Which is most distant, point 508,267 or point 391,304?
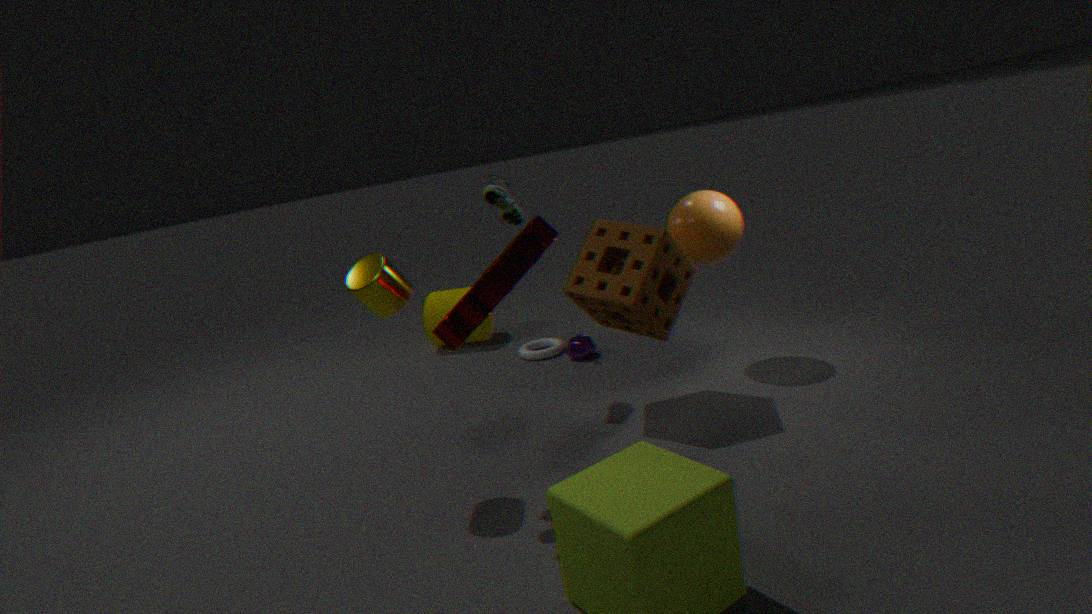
point 391,304
